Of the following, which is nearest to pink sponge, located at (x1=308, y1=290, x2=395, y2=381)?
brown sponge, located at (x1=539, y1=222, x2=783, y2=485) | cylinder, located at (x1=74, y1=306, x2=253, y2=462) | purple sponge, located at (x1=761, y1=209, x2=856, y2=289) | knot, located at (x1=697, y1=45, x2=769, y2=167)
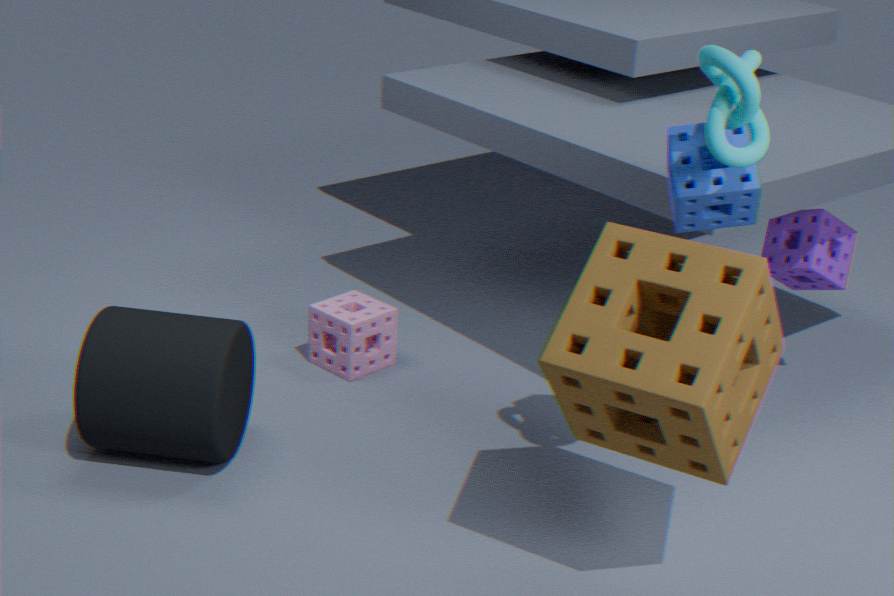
cylinder, located at (x1=74, y1=306, x2=253, y2=462)
